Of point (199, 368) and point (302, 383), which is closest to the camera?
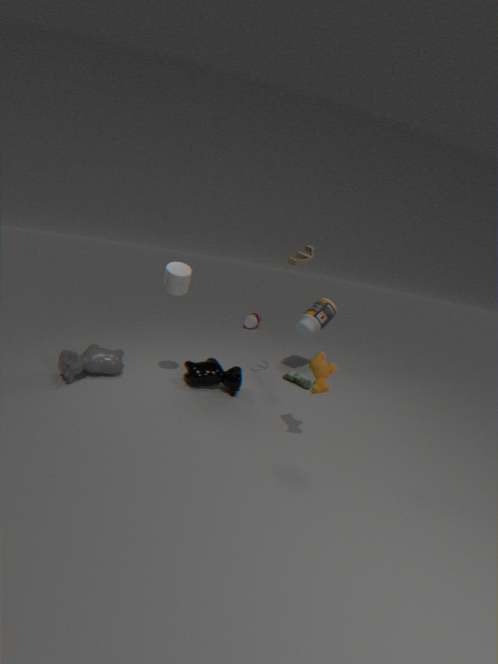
point (199, 368)
